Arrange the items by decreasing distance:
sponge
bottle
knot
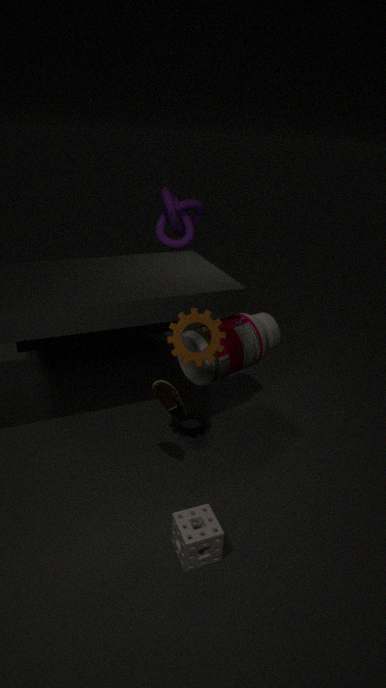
1. knot
2. bottle
3. sponge
